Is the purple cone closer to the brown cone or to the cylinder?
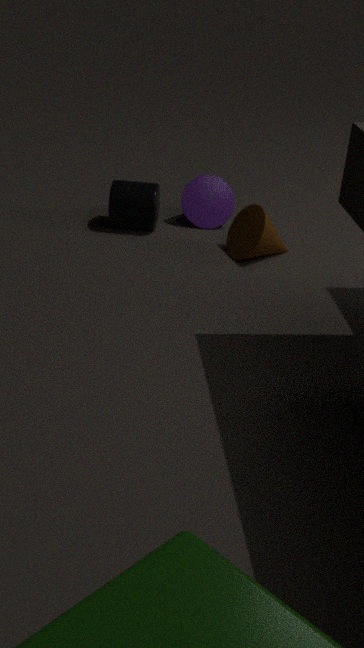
the cylinder
